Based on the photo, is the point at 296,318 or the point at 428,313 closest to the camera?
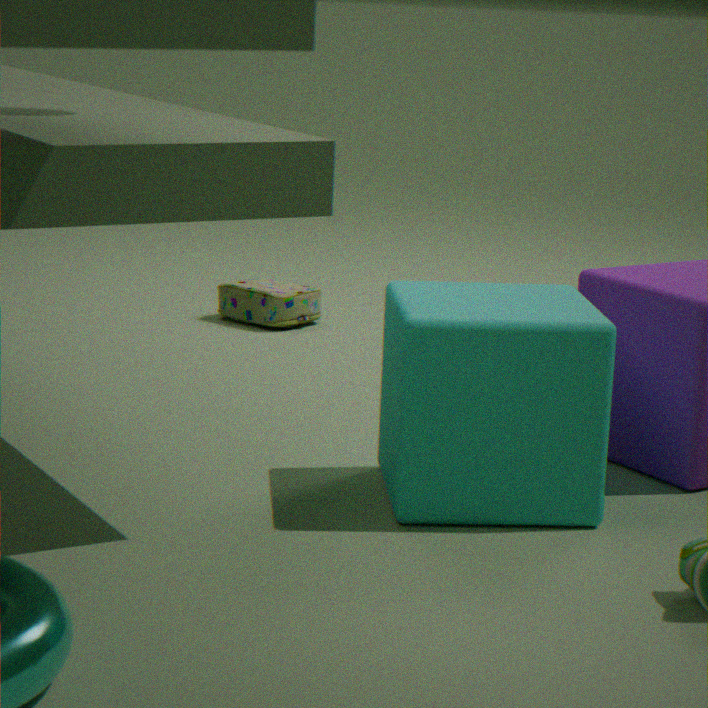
the point at 428,313
